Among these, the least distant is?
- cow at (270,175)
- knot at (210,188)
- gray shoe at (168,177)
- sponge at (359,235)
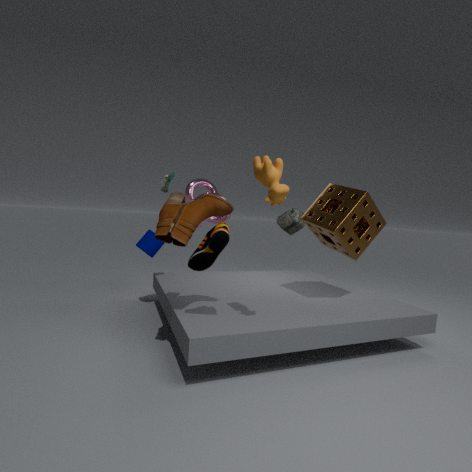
cow at (270,175)
